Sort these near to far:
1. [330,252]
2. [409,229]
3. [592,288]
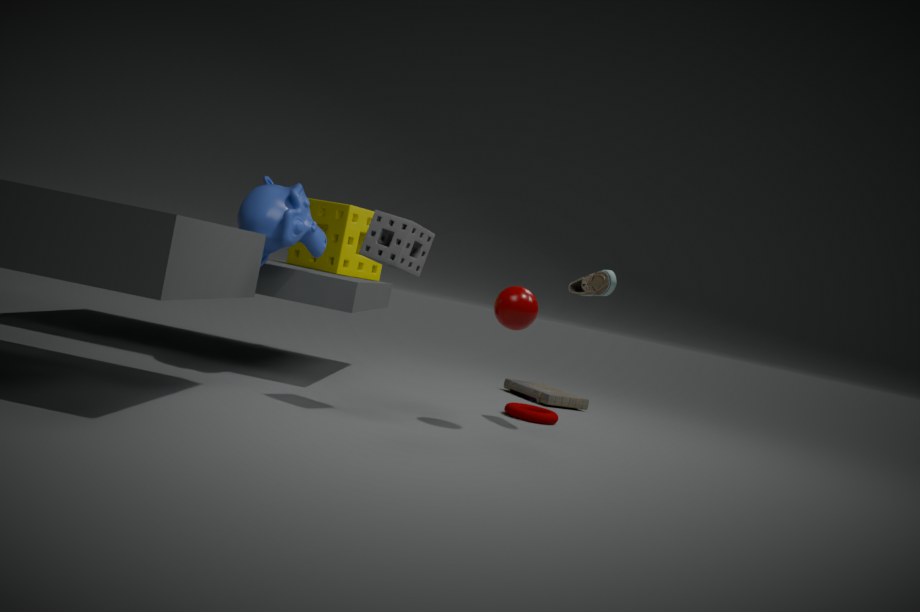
1. [409,229]
2. [592,288]
3. [330,252]
